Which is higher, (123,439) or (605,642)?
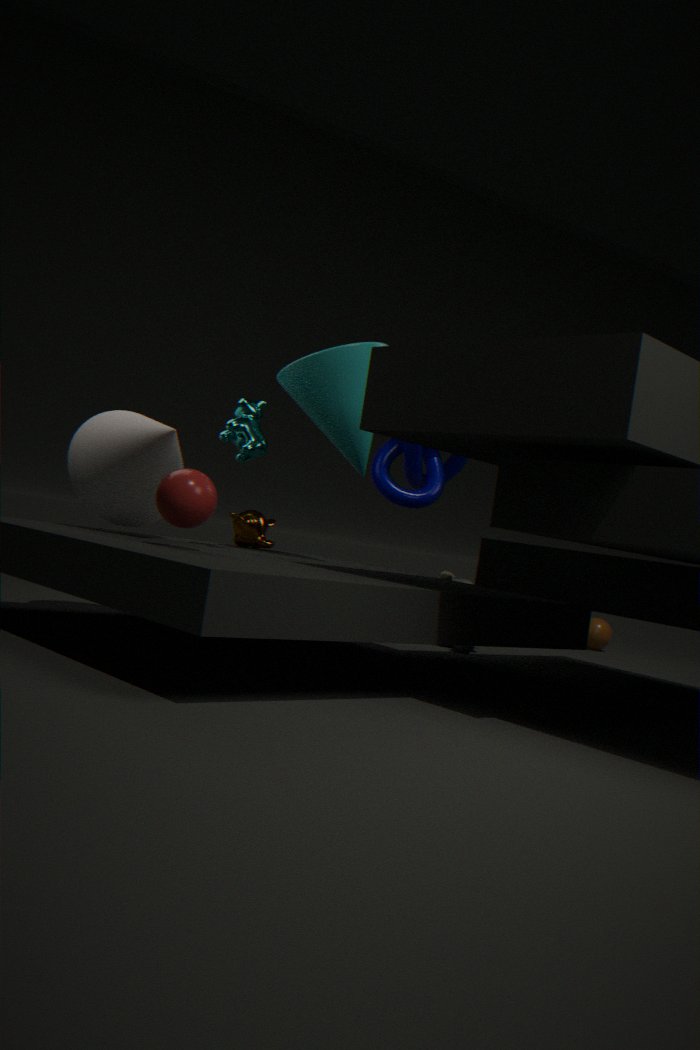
(123,439)
